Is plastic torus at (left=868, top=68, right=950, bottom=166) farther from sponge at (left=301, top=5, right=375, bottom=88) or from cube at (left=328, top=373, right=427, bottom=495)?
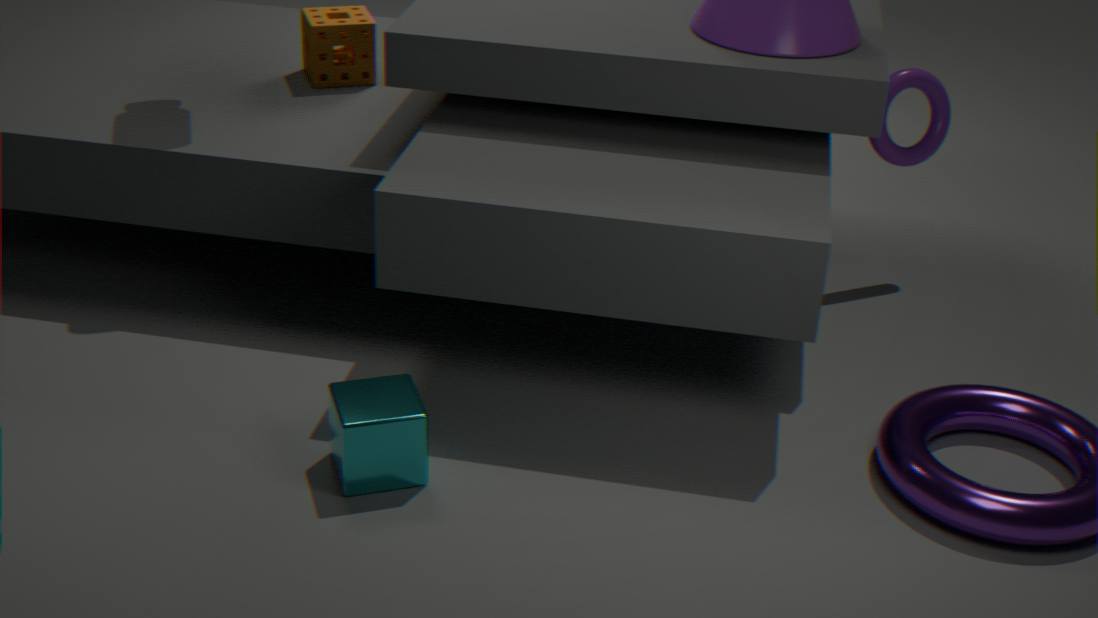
cube at (left=328, top=373, right=427, bottom=495)
